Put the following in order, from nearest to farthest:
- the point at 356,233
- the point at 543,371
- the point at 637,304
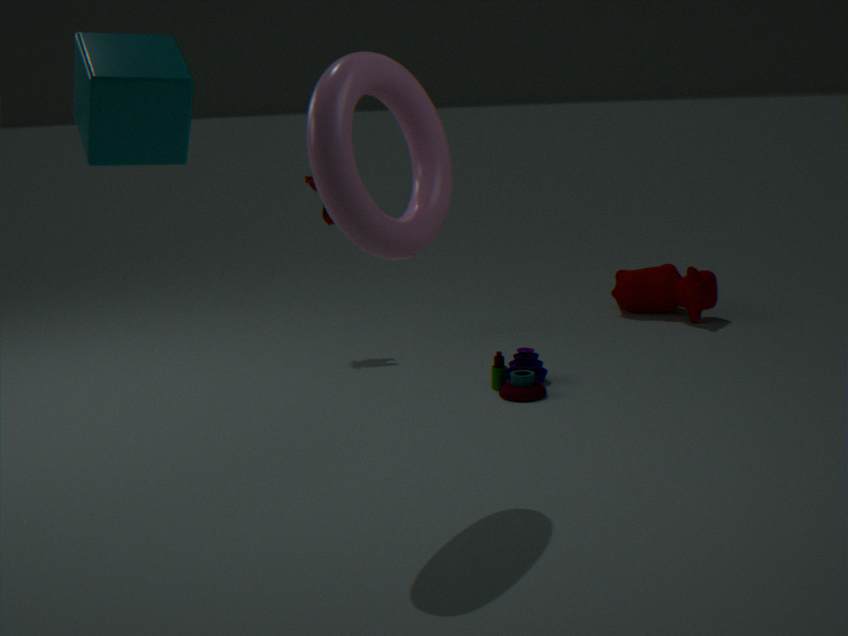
the point at 356,233 < the point at 543,371 < the point at 637,304
